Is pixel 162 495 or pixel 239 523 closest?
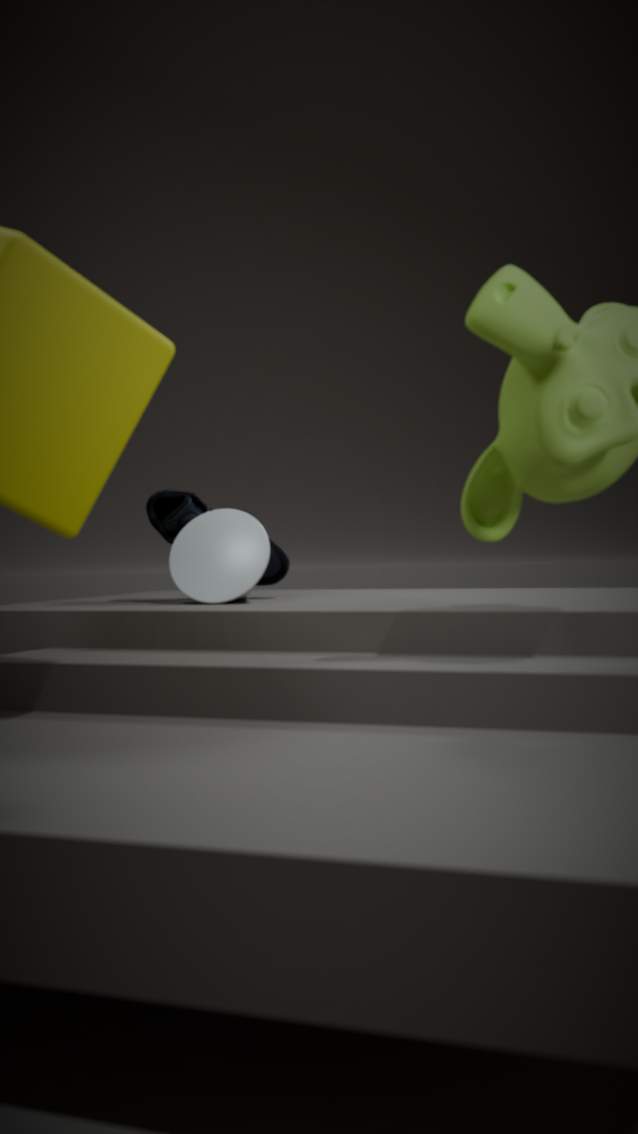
pixel 239 523
